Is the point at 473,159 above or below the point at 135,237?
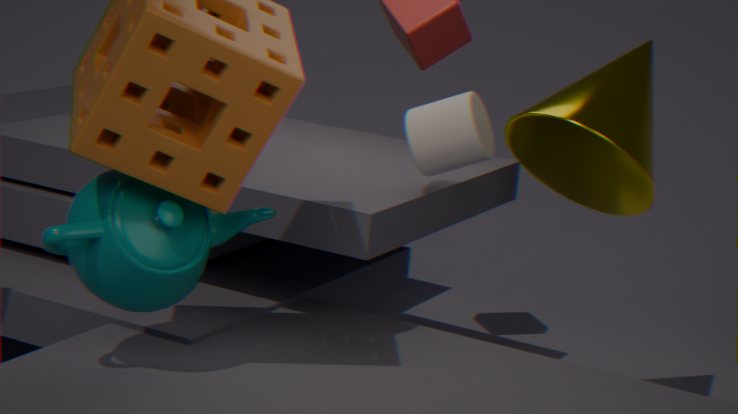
above
